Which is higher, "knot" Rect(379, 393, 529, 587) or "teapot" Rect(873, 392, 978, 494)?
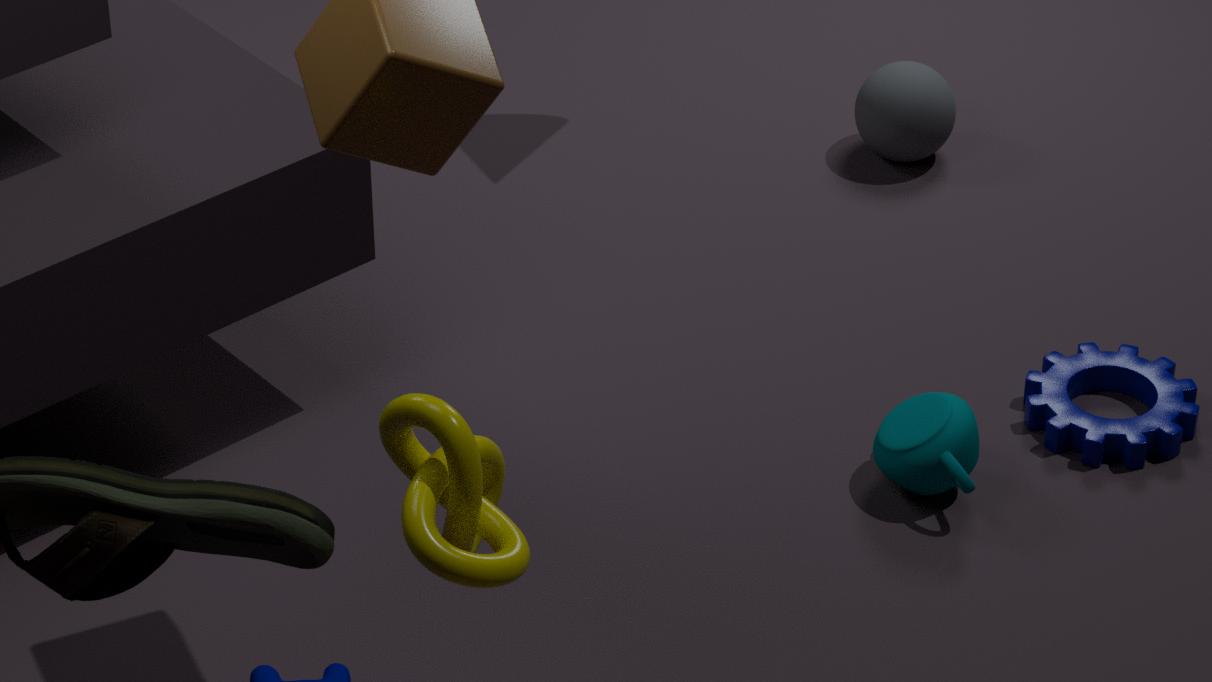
"knot" Rect(379, 393, 529, 587)
